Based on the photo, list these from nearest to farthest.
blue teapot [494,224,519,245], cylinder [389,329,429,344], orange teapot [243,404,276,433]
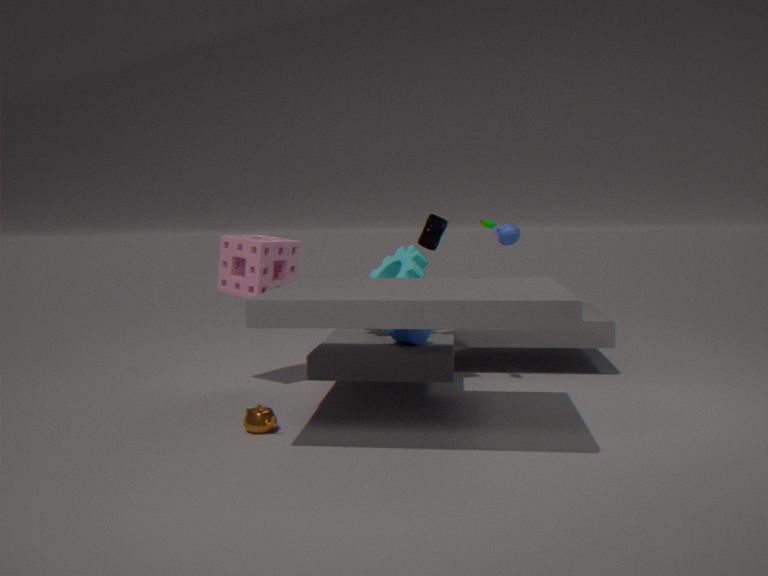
orange teapot [243,404,276,433], cylinder [389,329,429,344], blue teapot [494,224,519,245]
